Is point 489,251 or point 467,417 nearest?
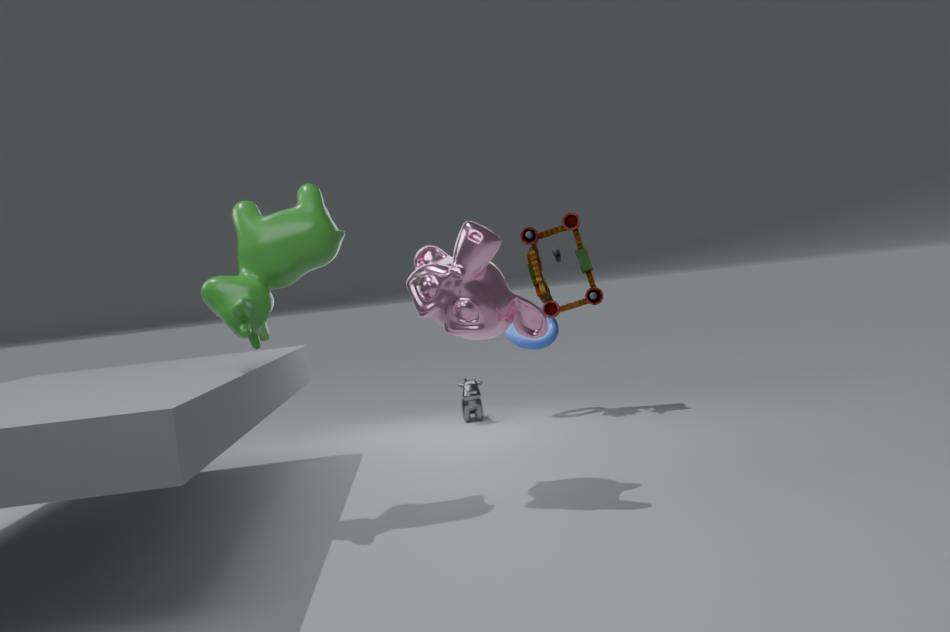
point 489,251
